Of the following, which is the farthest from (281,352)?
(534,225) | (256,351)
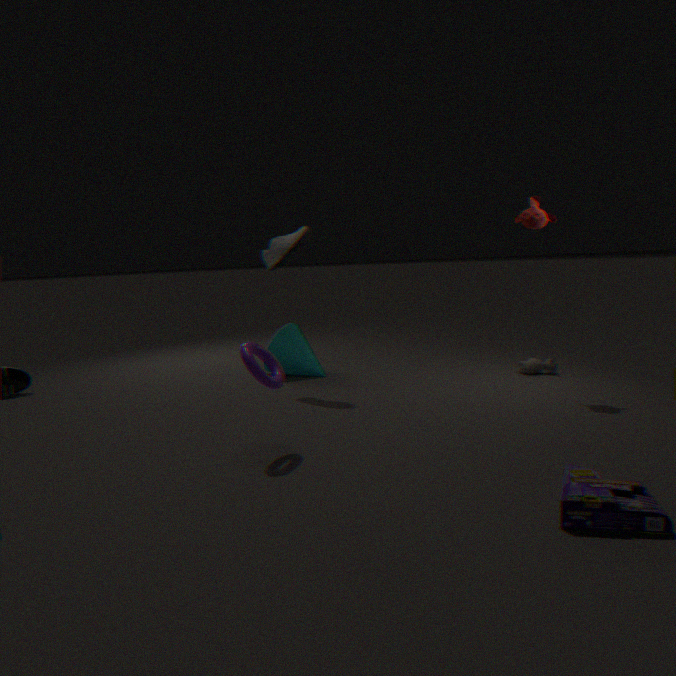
(534,225)
